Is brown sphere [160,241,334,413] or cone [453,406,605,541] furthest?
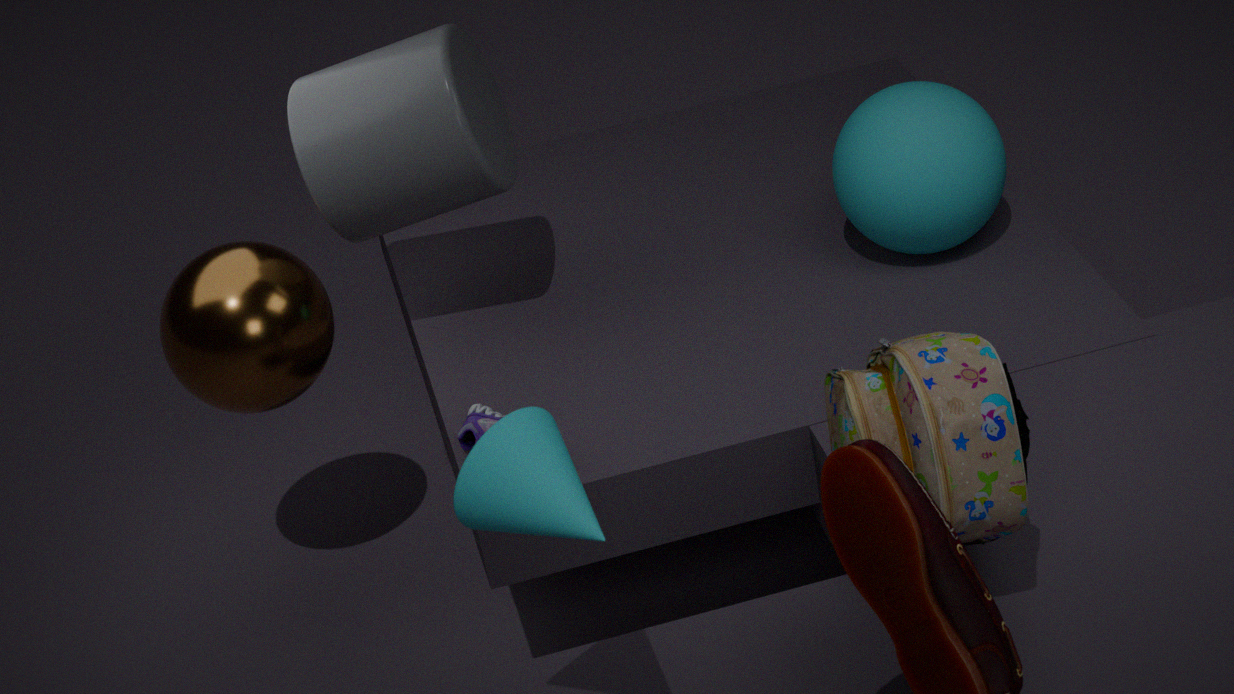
brown sphere [160,241,334,413]
